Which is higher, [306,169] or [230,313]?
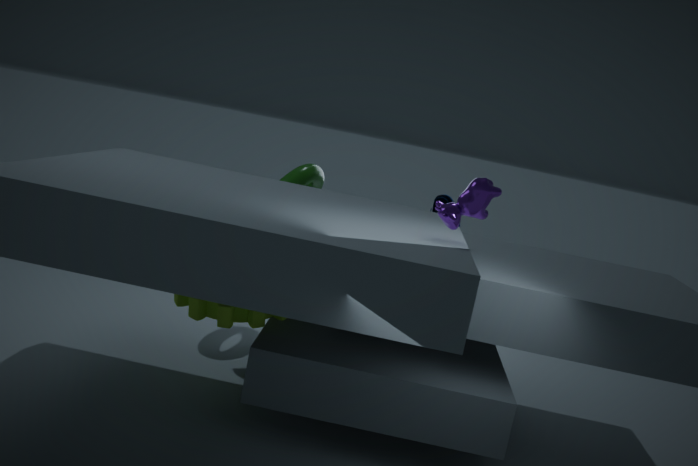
[306,169]
